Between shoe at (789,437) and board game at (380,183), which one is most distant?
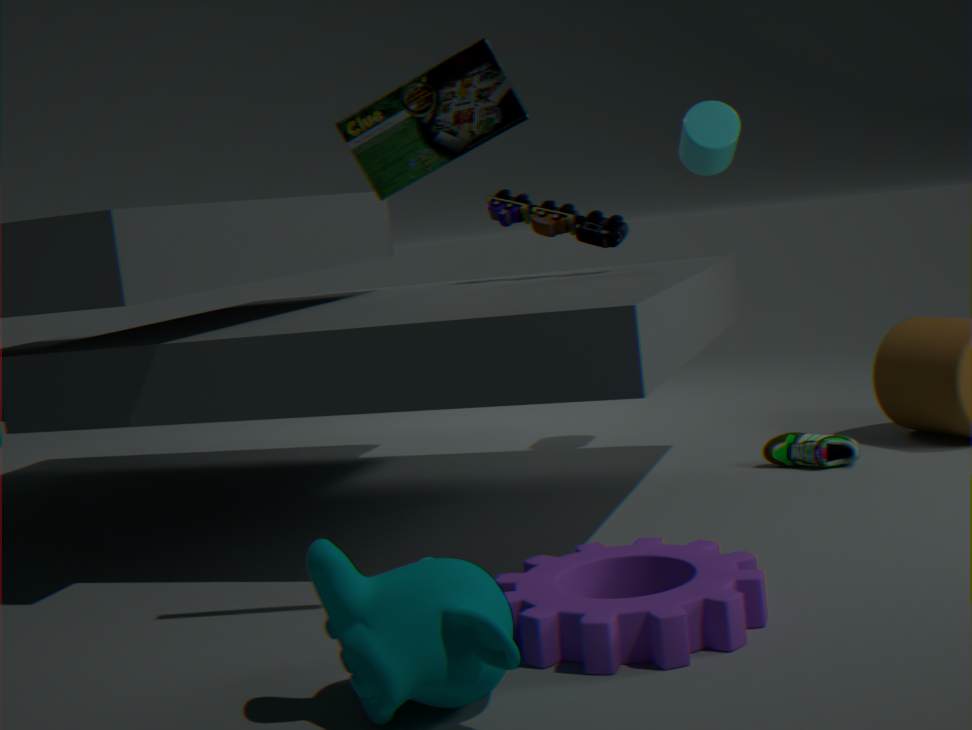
shoe at (789,437)
